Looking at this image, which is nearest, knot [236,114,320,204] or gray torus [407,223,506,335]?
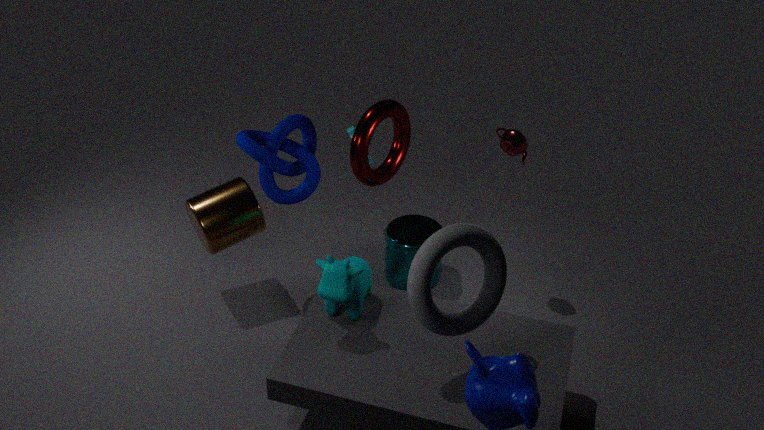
gray torus [407,223,506,335]
